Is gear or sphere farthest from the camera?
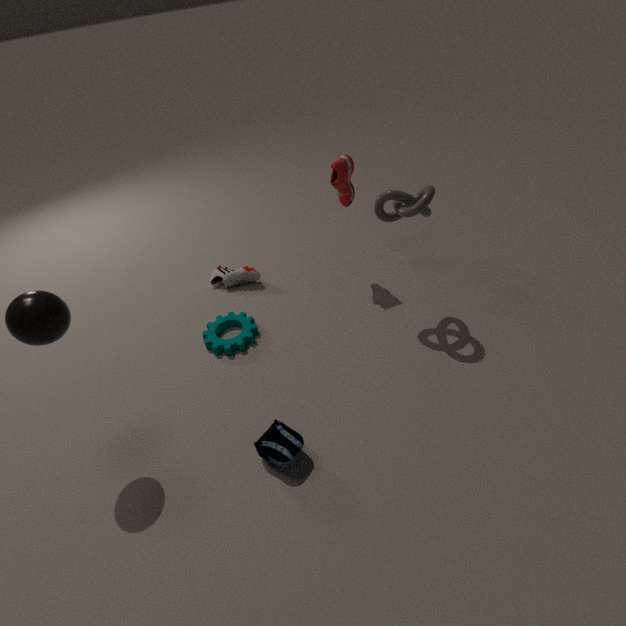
gear
